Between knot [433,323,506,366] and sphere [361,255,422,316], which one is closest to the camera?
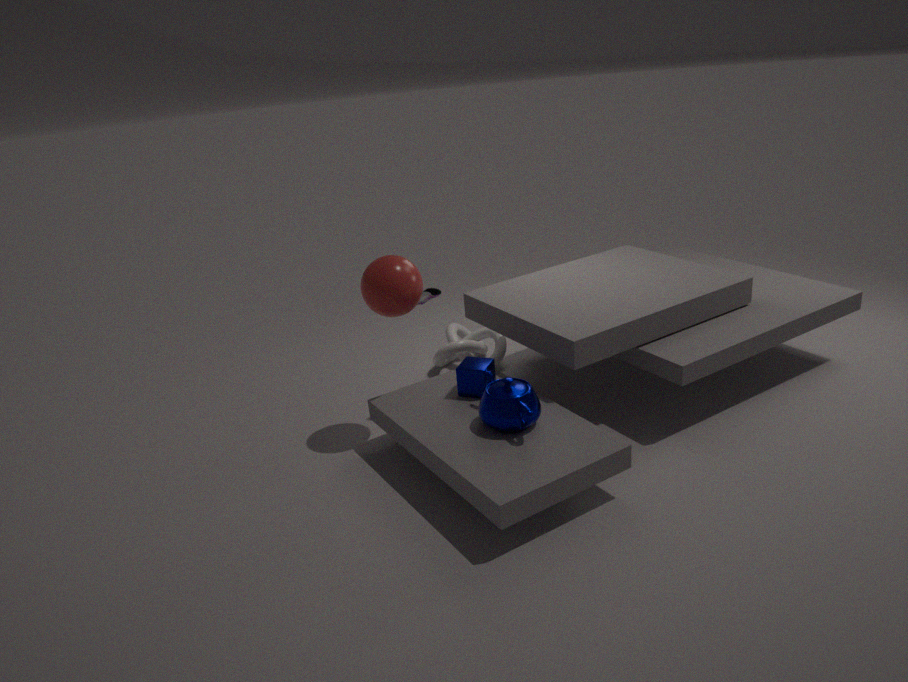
sphere [361,255,422,316]
